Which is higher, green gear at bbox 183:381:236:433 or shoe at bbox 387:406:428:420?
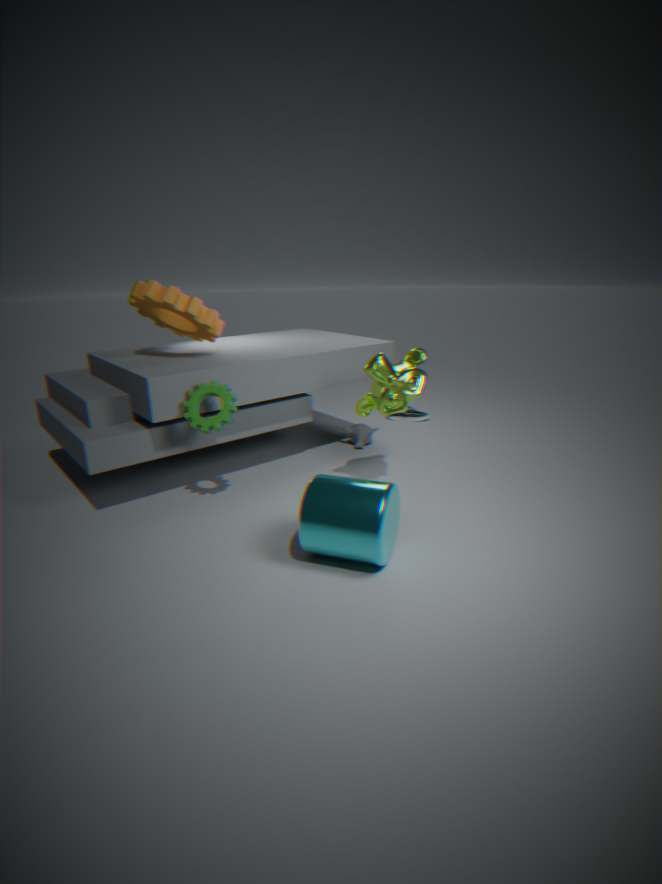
green gear at bbox 183:381:236:433
